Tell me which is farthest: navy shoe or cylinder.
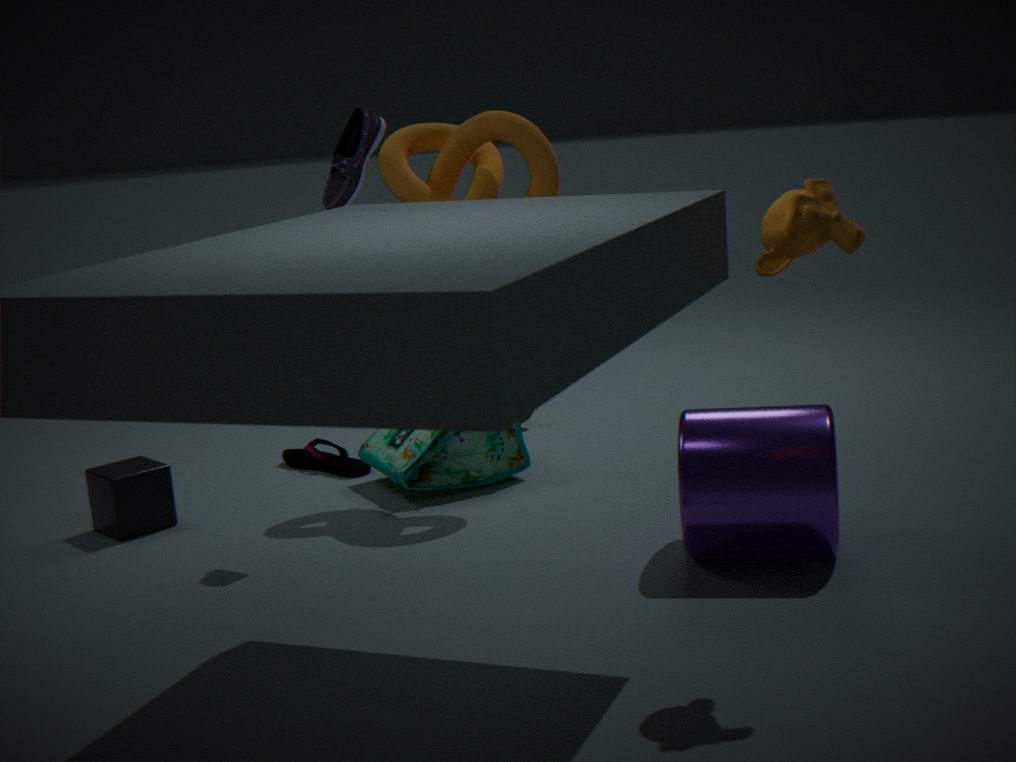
navy shoe
